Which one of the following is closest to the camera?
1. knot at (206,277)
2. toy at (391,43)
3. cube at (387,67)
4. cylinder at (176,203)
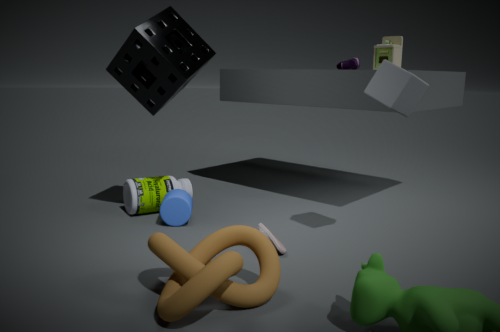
knot at (206,277)
